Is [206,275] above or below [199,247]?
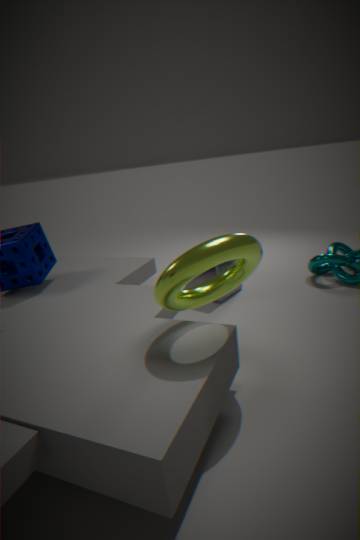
below
